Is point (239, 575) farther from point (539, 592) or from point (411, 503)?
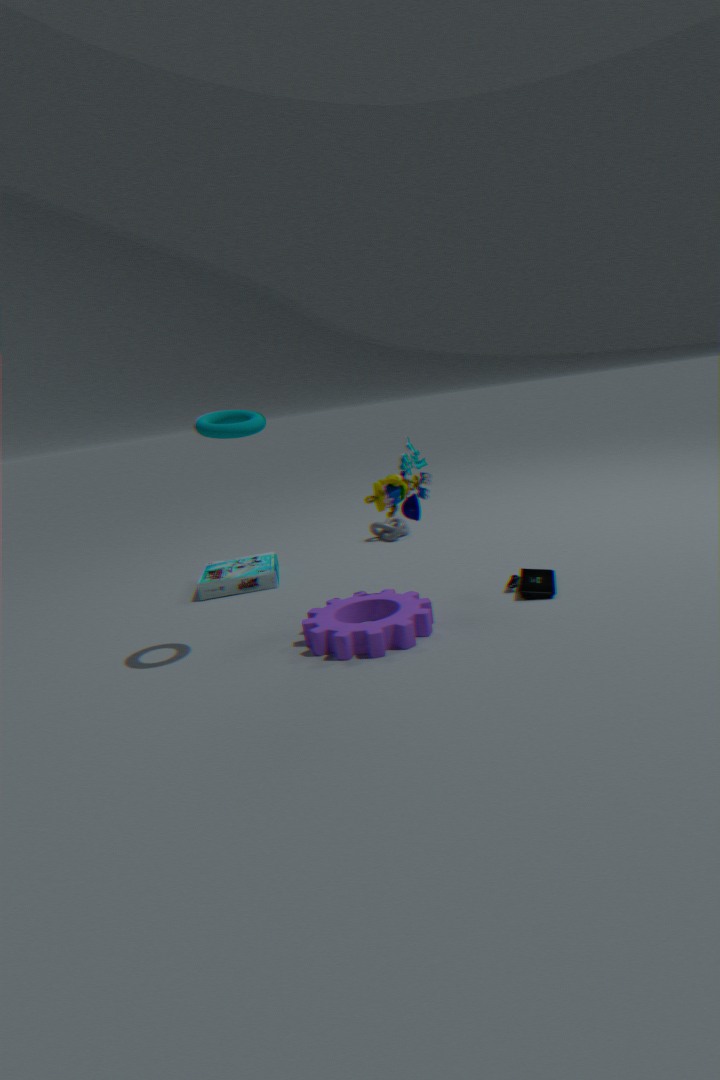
point (539, 592)
